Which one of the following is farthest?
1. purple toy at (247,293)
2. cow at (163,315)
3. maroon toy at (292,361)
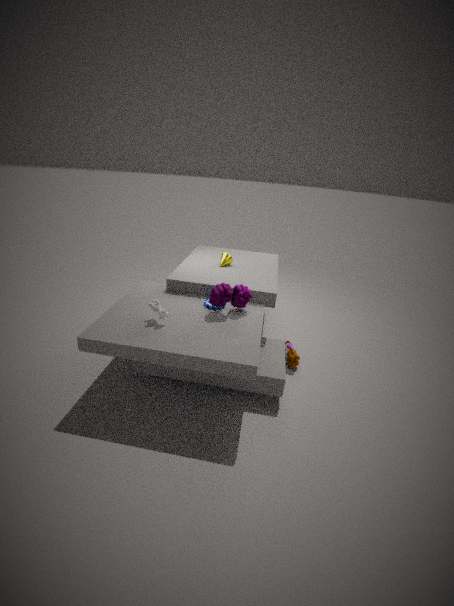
maroon toy at (292,361)
